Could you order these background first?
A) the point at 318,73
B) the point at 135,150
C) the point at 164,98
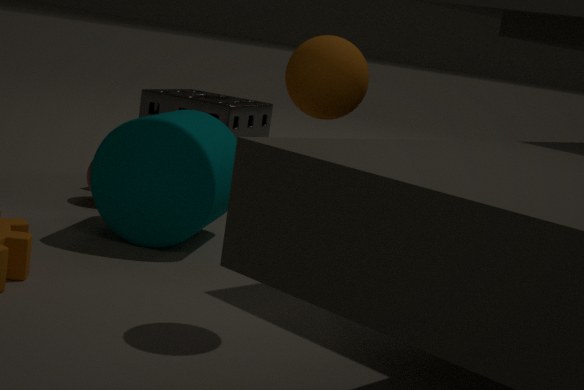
the point at 164,98, the point at 135,150, the point at 318,73
